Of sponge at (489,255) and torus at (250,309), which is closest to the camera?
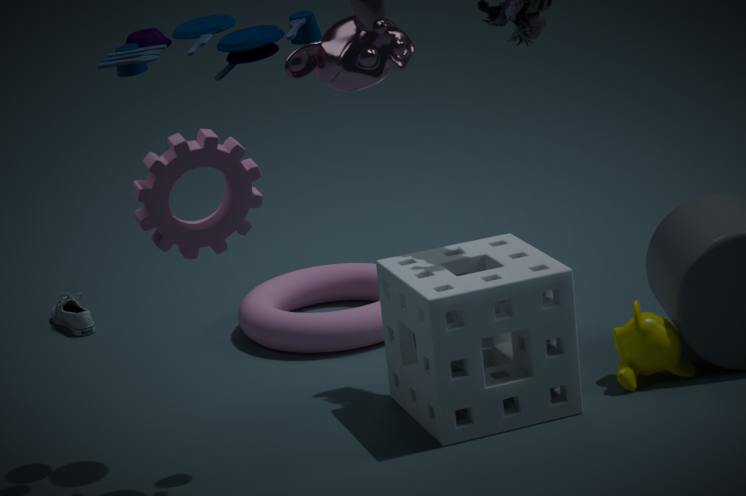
sponge at (489,255)
